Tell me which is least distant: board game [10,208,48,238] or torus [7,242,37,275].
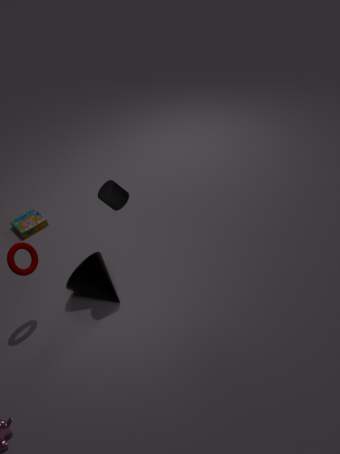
torus [7,242,37,275]
